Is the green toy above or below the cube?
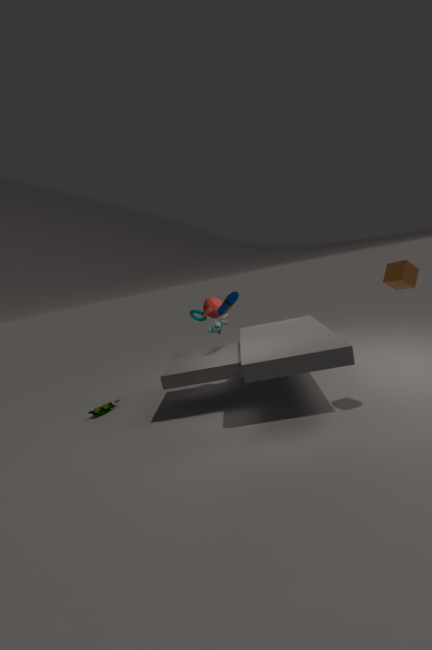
below
